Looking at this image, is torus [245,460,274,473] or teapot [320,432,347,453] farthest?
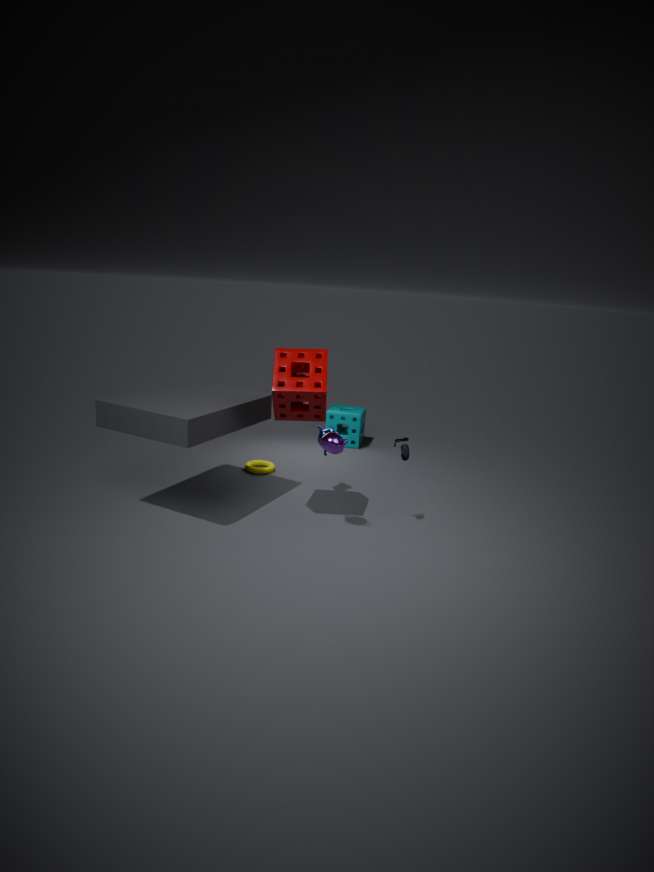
torus [245,460,274,473]
